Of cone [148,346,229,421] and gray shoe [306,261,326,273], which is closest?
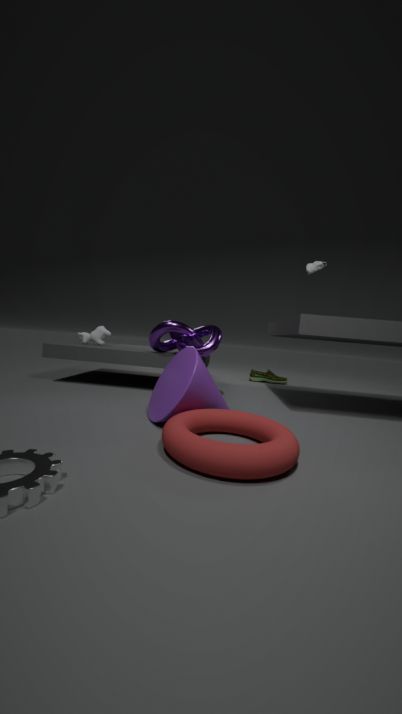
cone [148,346,229,421]
